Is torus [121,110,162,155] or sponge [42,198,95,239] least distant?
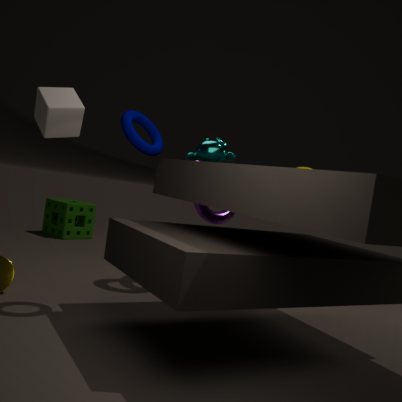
torus [121,110,162,155]
